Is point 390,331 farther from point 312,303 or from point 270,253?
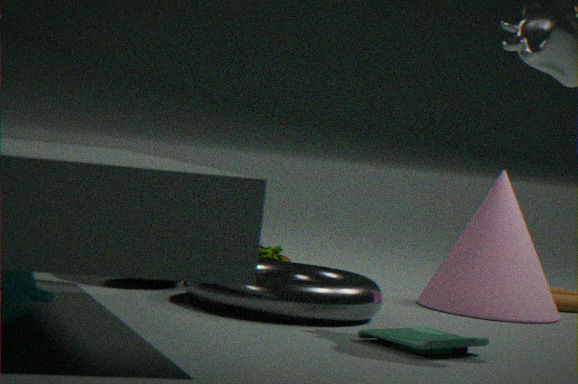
point 270,253
